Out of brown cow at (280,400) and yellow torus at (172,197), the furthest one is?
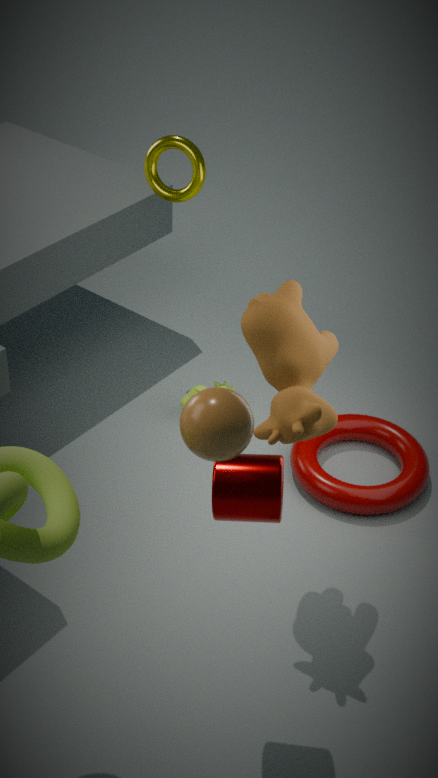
yellow torus at (172,197)
